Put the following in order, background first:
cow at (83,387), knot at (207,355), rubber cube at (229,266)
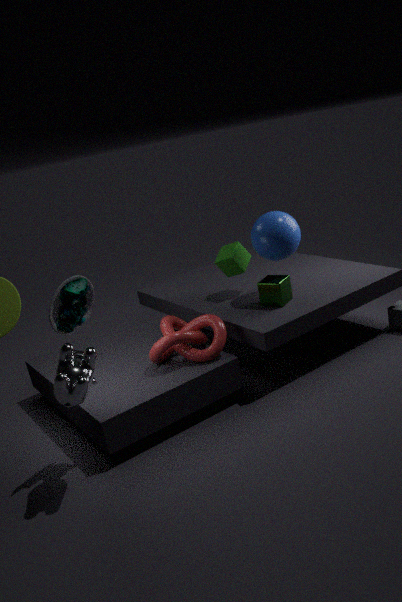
rubber cube at (229,266), knot at (207,355), cow at (83,387)
